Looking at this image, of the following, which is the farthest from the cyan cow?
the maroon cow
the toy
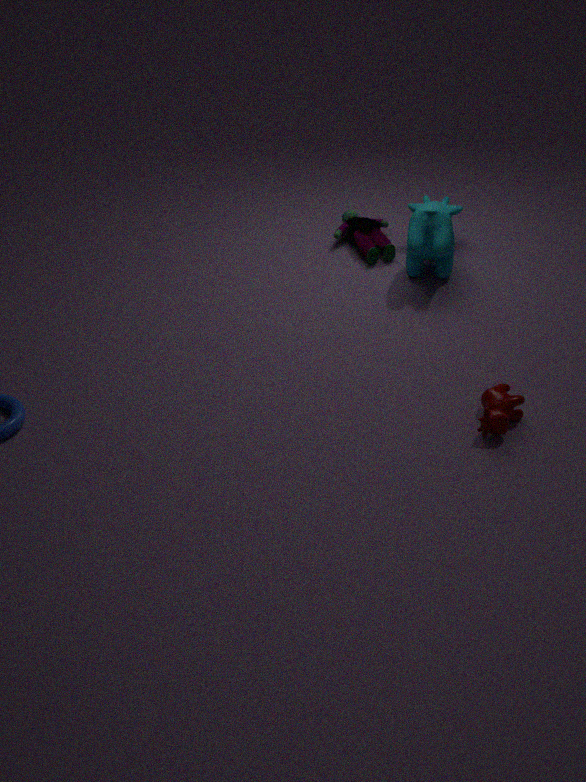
the maroon cow
